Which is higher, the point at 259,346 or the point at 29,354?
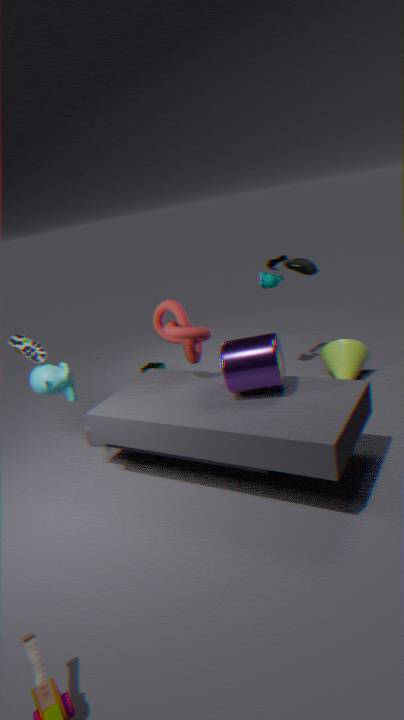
the point at 29,354
